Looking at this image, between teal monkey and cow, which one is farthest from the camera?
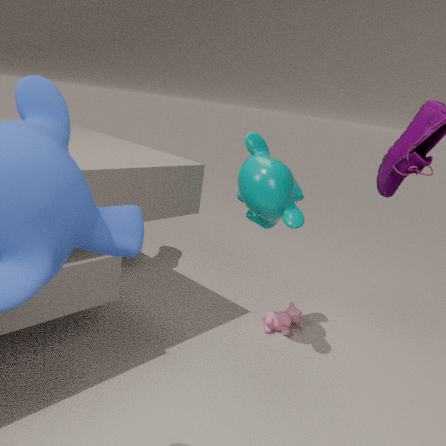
cow
